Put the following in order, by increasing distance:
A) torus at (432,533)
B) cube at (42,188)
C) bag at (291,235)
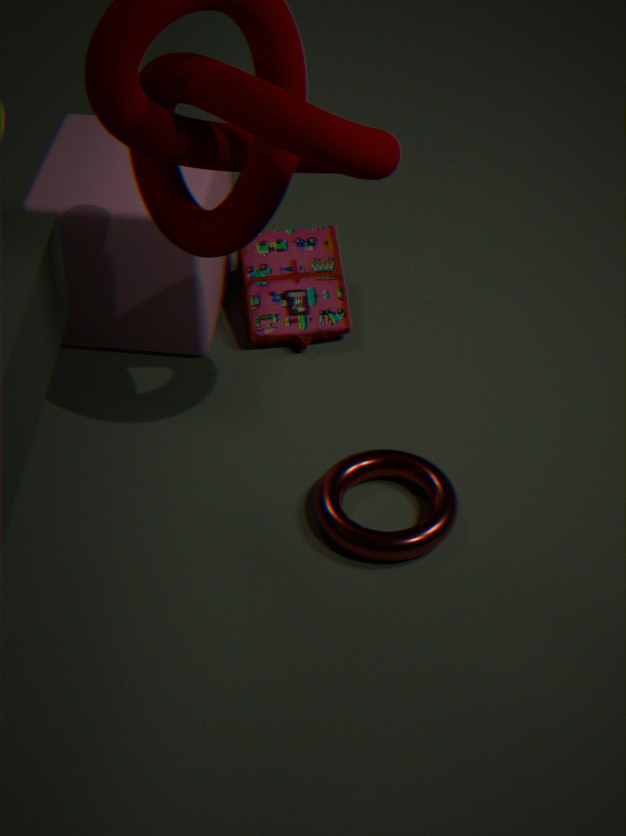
torus at (432,533) → cube at (42,188) → bag at (291,235)
